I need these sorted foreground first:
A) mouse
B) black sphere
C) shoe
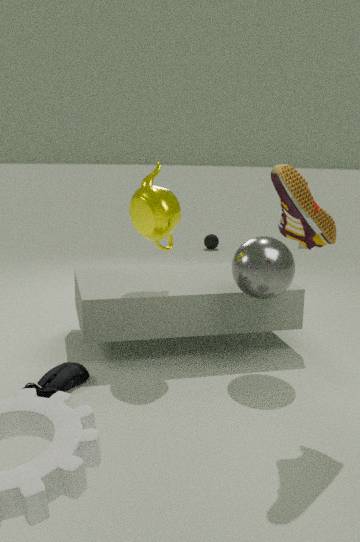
1. shoe
2. mouse
3. black sphere
